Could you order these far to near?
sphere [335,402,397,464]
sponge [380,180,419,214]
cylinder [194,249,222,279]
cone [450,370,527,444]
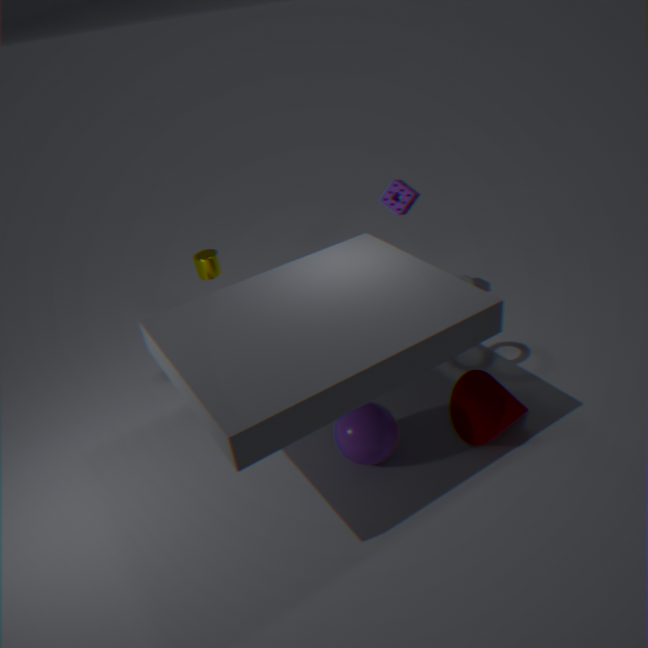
cylinder [194,249,222,279]
sponge [380,180,419,214]
cone [450,370,527,444]
sphere [335,402,397,464]
